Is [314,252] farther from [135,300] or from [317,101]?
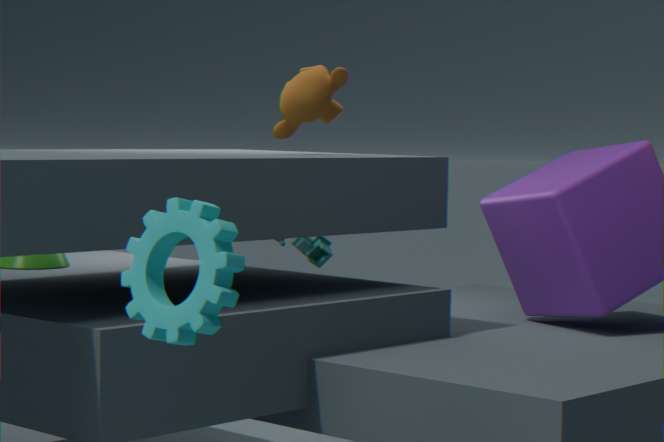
[135,300]
